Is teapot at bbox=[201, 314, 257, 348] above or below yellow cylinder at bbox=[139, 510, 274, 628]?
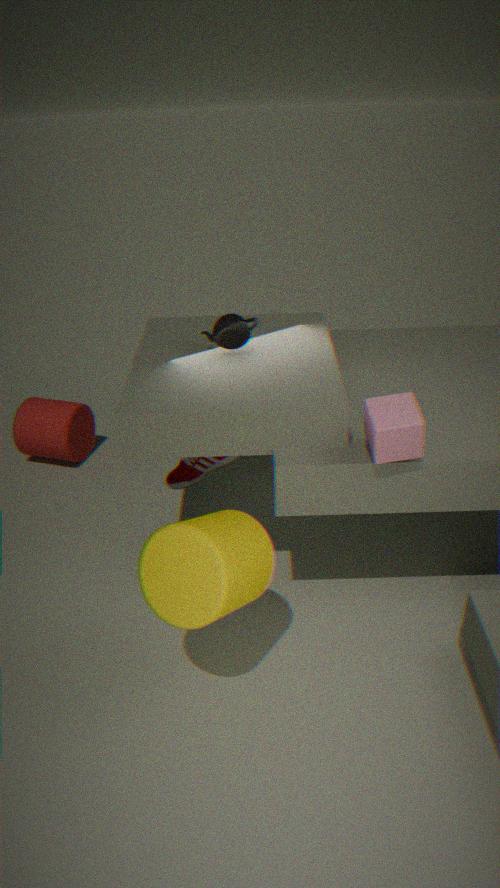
above
